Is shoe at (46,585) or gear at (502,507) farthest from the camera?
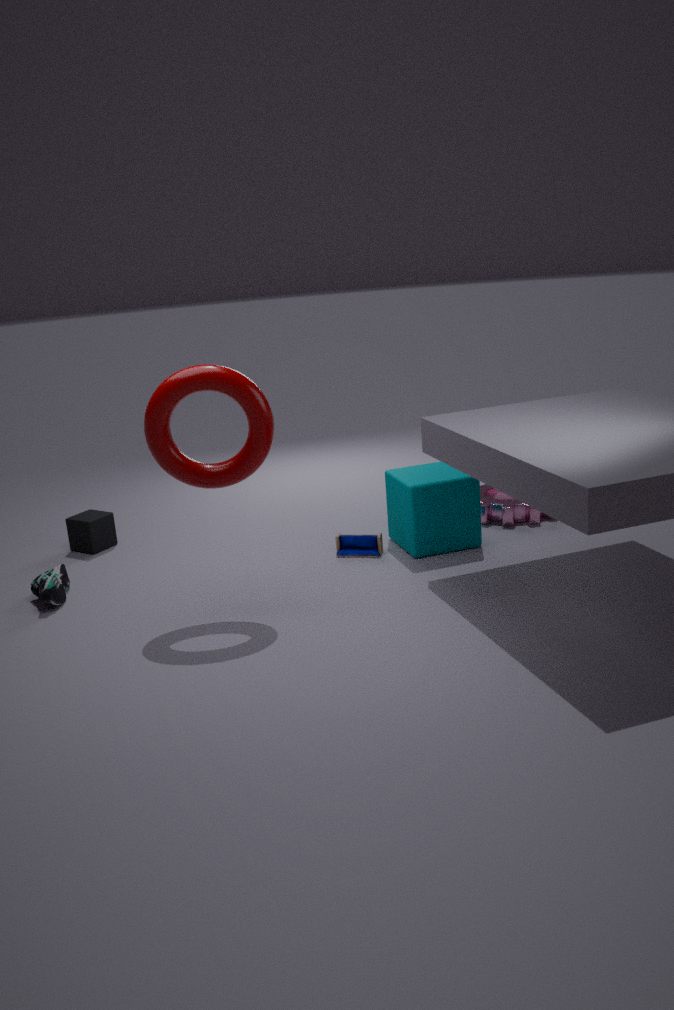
gear at (502,507)
